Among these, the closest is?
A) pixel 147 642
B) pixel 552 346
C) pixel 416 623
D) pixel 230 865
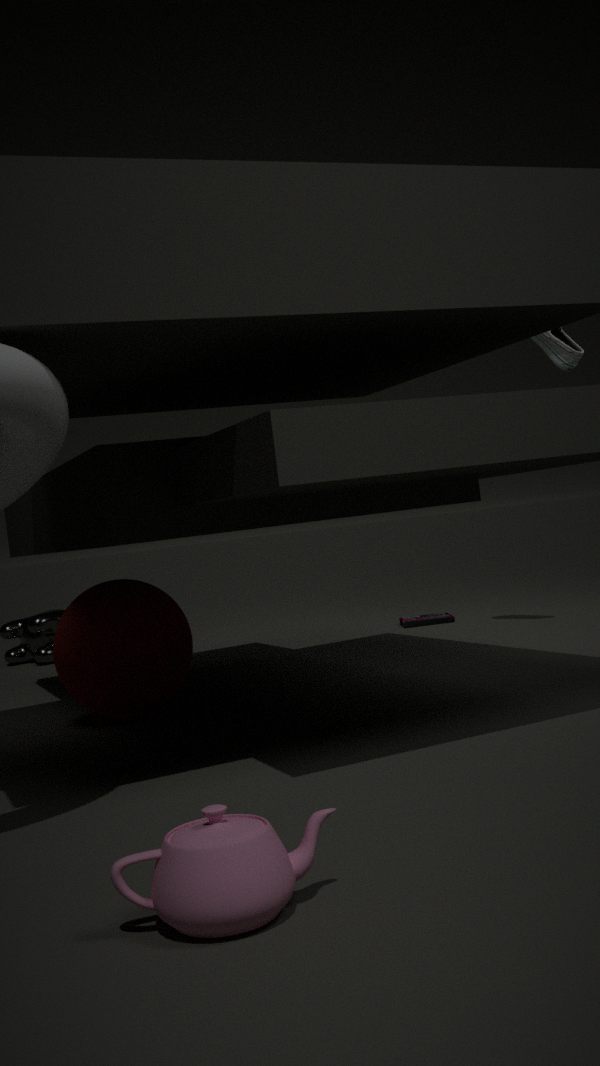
pixel 230 865
